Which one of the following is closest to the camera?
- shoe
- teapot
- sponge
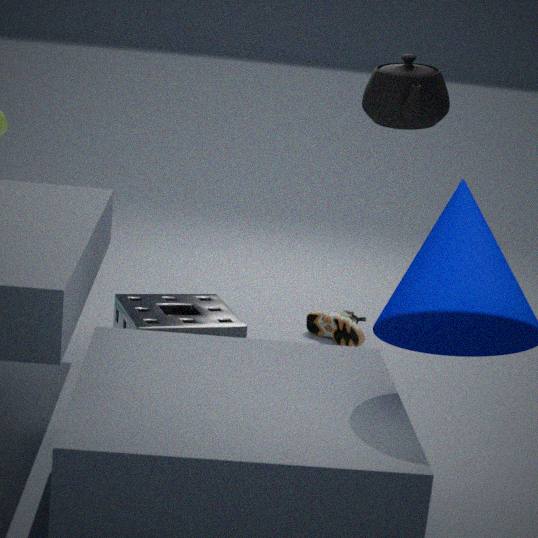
sponge
